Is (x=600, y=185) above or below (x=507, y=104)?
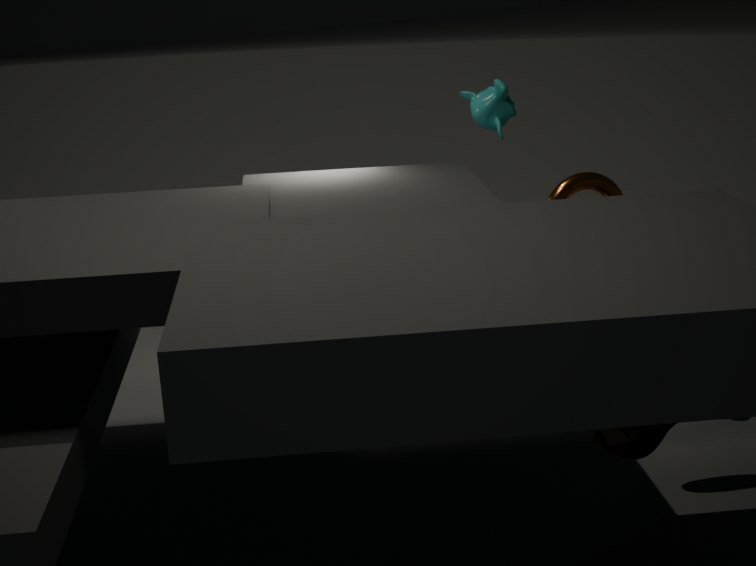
below
